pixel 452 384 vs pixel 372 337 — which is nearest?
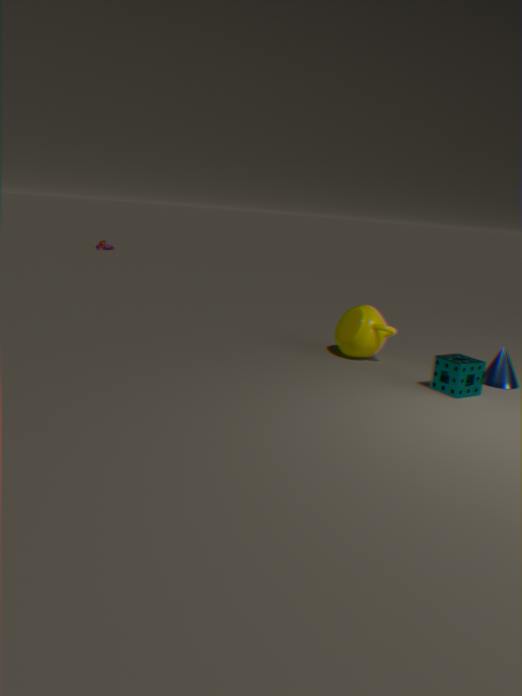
pixel 452 384
